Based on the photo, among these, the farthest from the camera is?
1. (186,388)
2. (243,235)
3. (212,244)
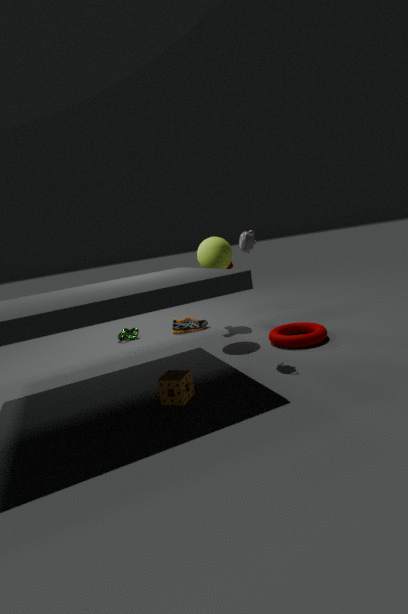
(212,244)
